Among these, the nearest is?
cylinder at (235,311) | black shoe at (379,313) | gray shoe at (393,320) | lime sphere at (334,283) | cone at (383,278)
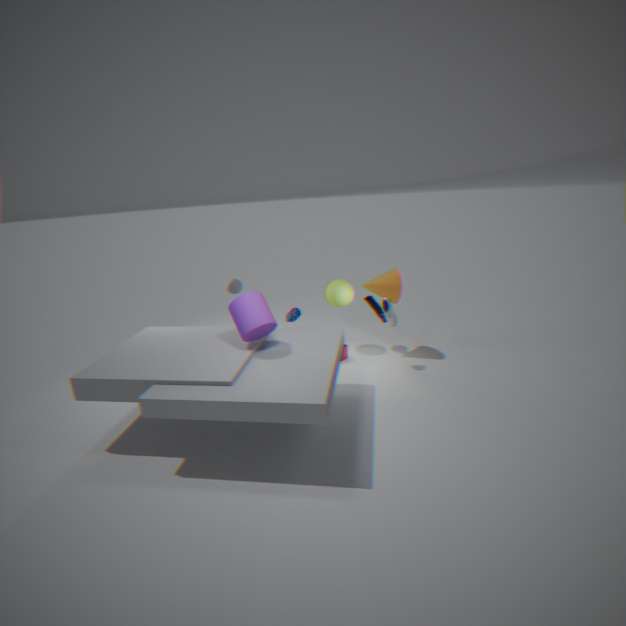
cylinder at (235,311)
